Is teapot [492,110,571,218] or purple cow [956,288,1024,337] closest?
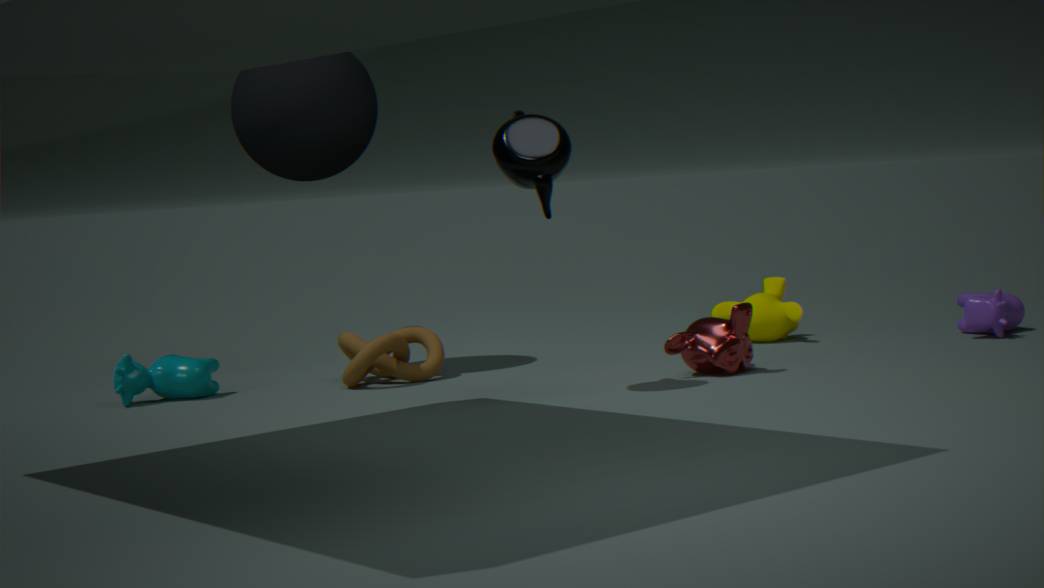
teapot [492,110,571,218]
